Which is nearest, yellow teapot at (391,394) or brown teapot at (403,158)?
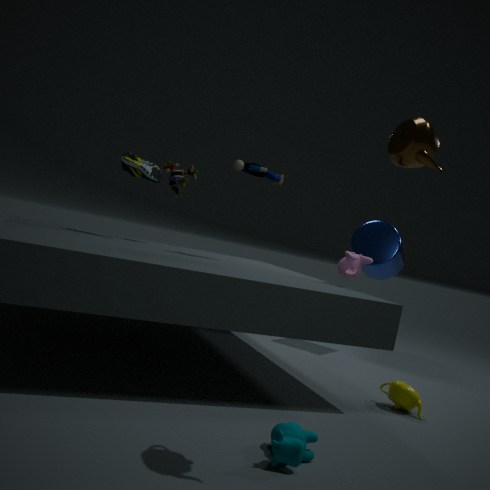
brown teapot at (403,158)
